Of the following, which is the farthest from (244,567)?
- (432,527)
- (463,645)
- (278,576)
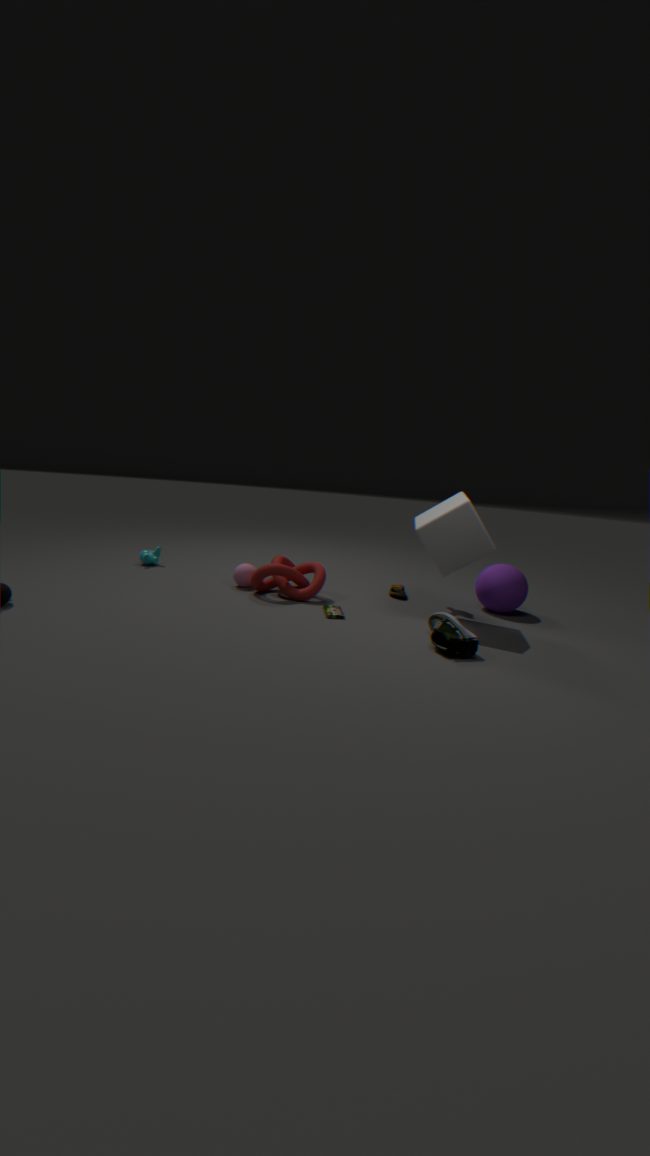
(463,645)
